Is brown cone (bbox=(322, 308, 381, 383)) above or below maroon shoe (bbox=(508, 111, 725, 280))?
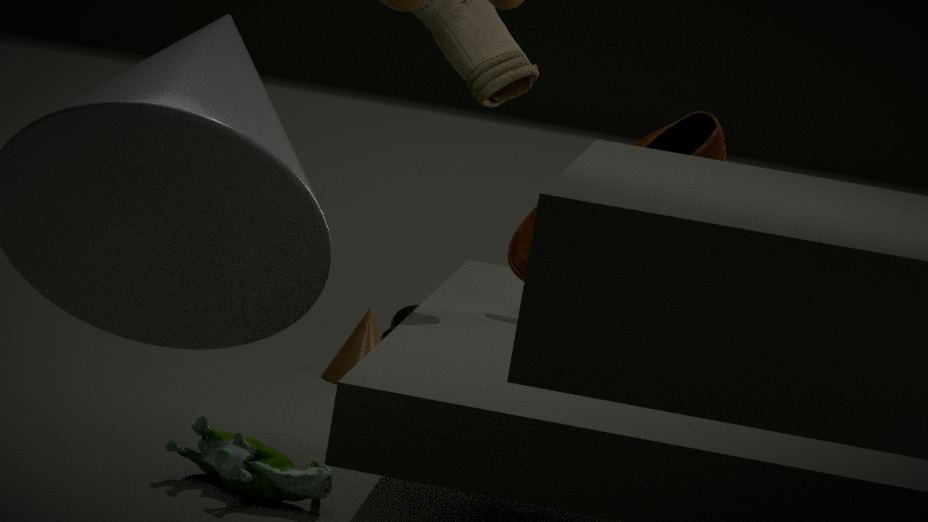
below
